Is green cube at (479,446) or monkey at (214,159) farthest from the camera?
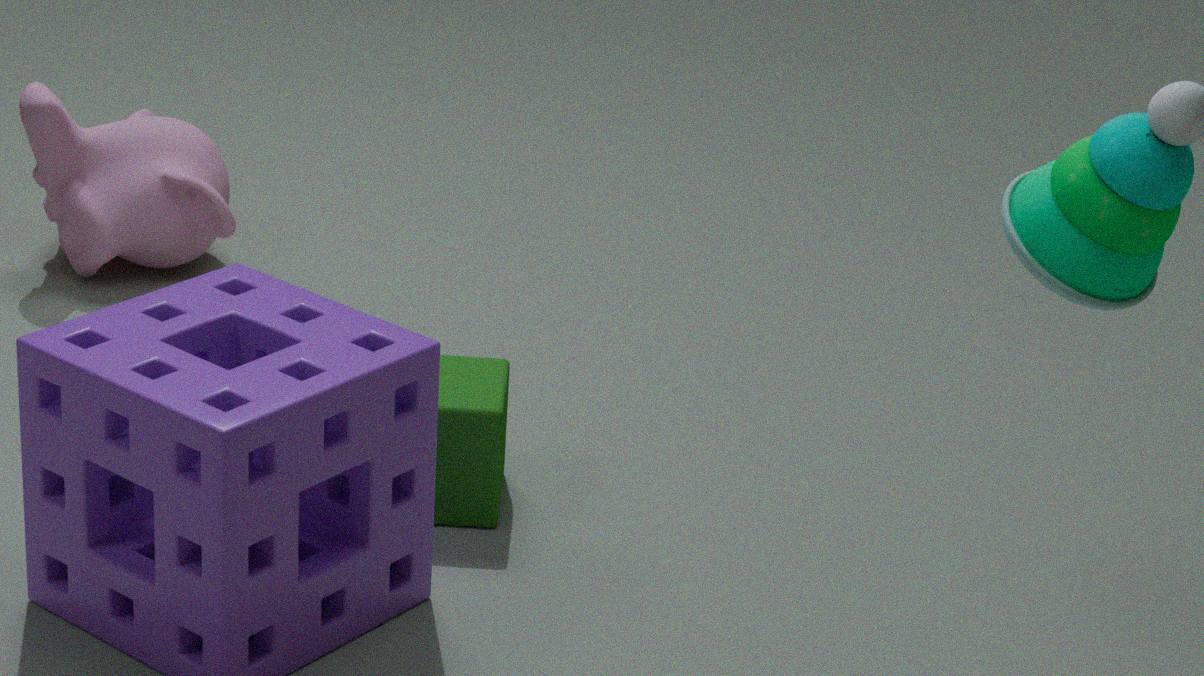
monkey at (214,159)
